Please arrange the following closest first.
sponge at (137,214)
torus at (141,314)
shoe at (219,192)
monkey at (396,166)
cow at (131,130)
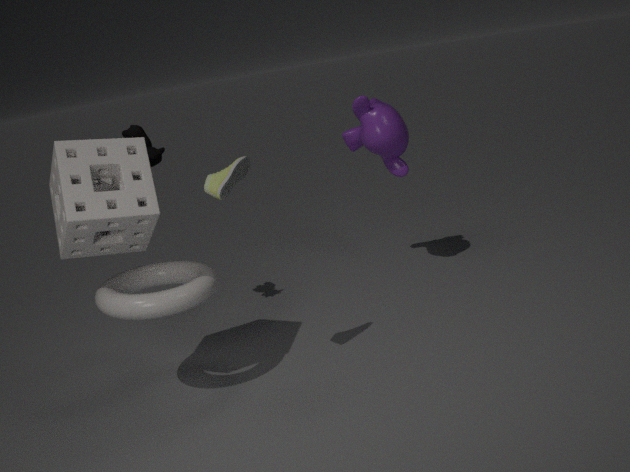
sponge at (137,214) → shoe at (219,192) → torus at (141,314) → cow at (131,130) → monkey at (396,166)
